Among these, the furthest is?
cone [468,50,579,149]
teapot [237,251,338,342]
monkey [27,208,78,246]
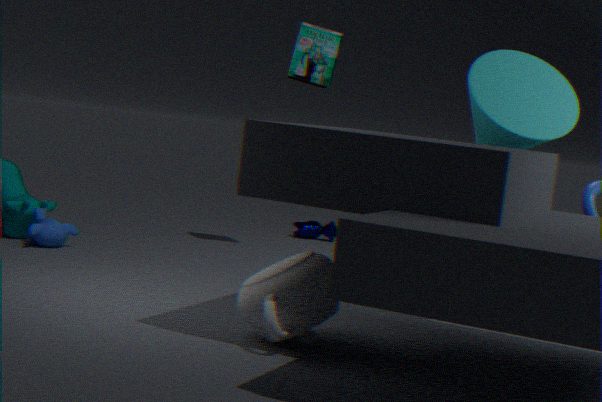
monkey [27,208,78,246]
